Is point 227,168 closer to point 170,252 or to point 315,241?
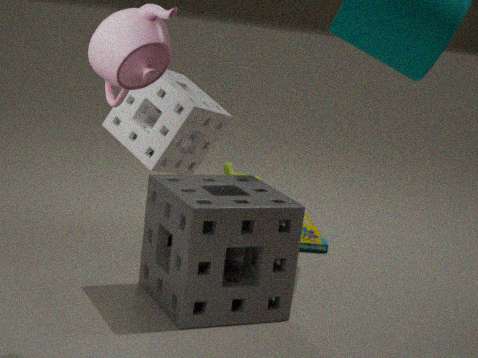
point 315,241
